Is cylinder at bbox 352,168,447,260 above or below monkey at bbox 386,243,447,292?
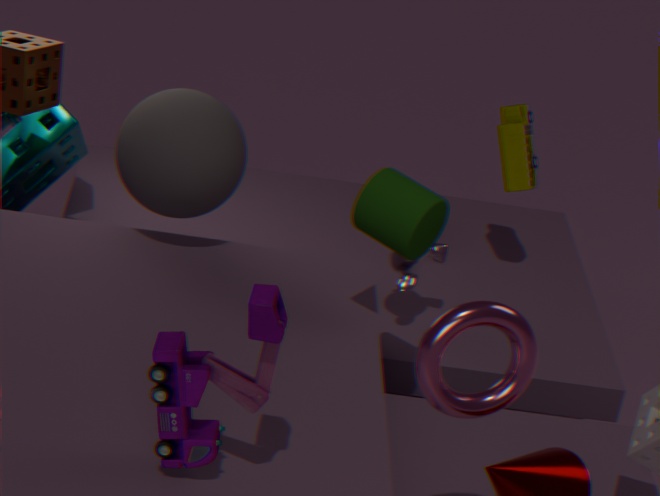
above
